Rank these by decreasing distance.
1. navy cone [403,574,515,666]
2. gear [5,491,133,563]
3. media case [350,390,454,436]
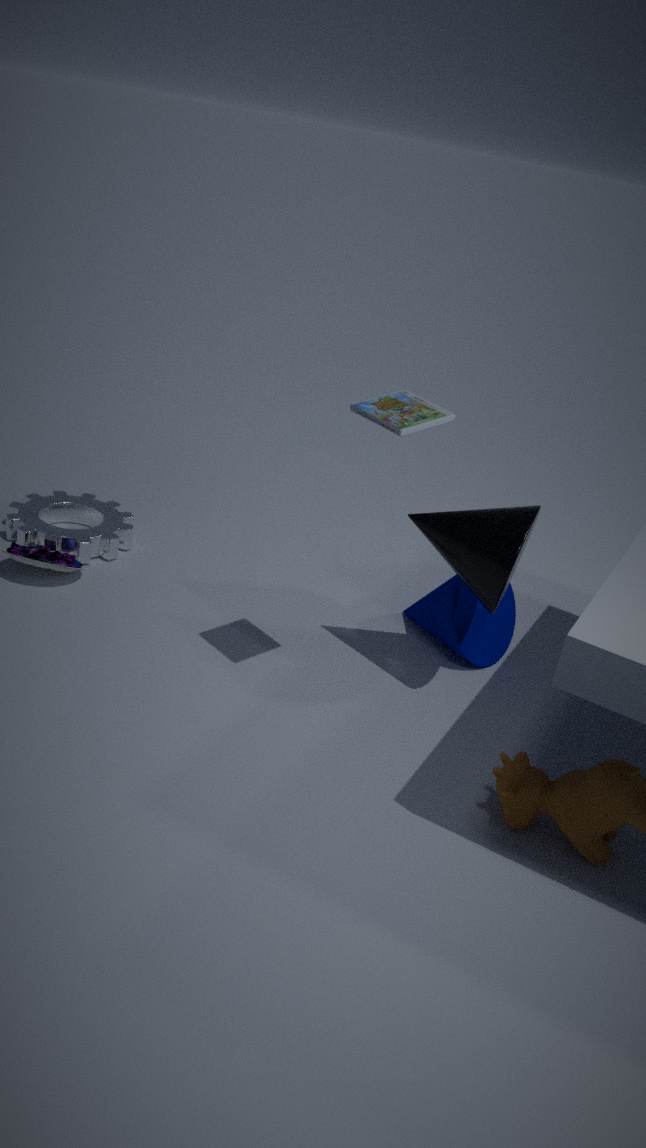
gear [5,491,133,563] < navy cone [403,574,515,666] < media case [350,390,454,436]
